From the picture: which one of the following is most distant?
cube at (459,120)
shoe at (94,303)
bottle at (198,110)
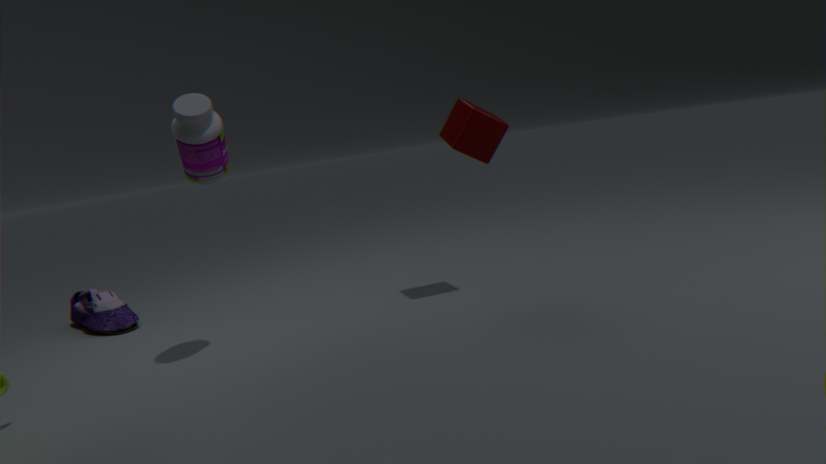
shoe at (94,303)
